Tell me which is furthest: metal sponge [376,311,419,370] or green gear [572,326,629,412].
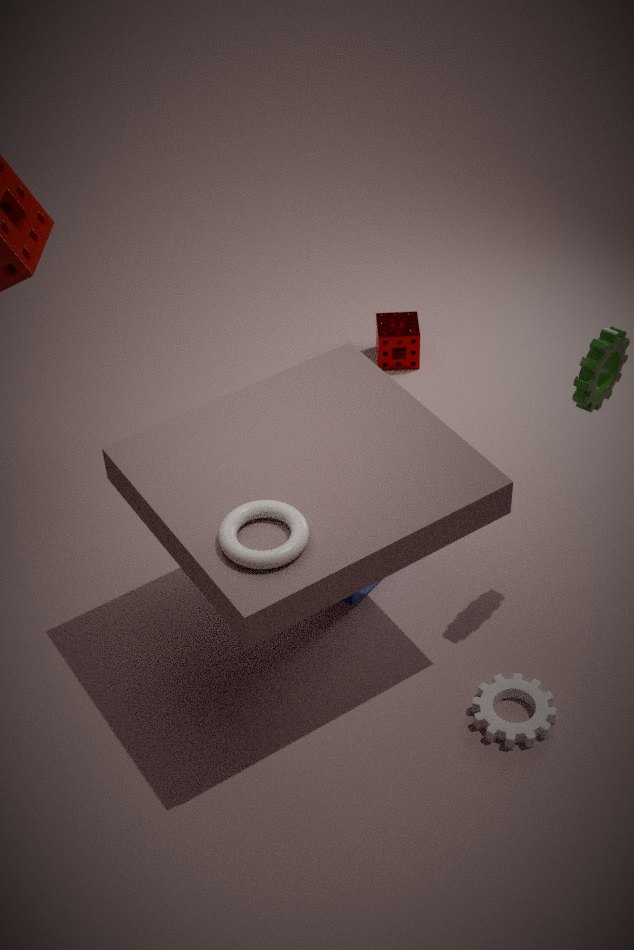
metal sponge [376,311,419,370]
